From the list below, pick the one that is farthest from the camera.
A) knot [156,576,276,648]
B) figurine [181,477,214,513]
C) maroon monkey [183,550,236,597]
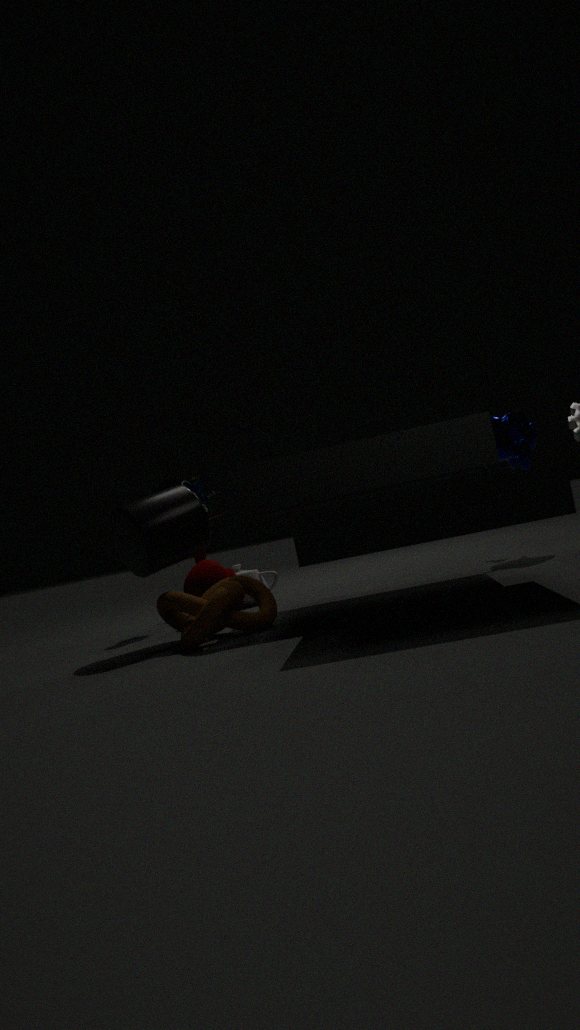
figurine [181,477,214,513]
